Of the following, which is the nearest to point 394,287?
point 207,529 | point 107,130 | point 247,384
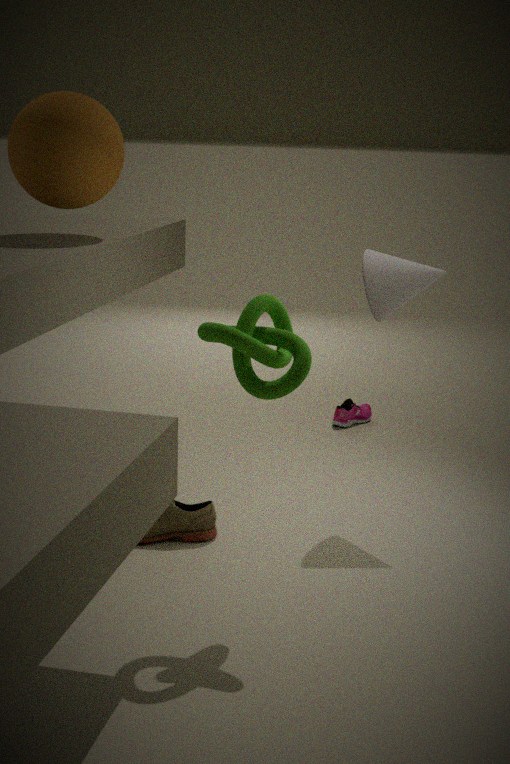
point 247,384
